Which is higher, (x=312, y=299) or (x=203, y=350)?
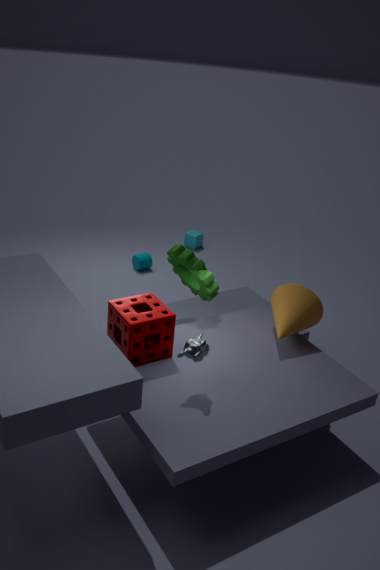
(x=203, y=350)
